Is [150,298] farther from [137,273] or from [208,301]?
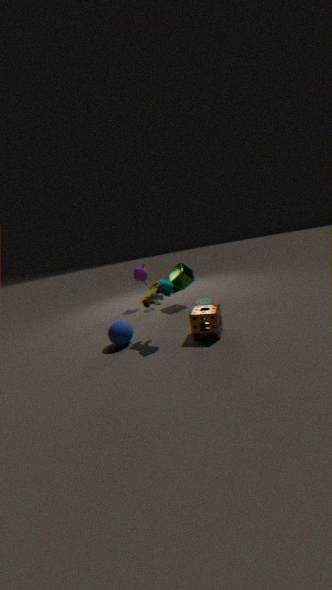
[137,273]
